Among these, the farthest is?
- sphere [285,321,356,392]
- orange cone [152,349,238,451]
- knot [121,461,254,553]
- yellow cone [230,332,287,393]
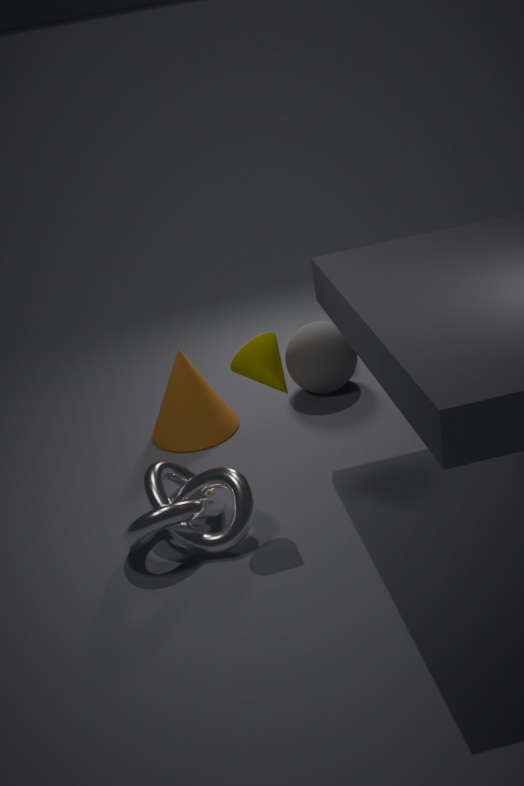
sphere [285,321,356,392]
